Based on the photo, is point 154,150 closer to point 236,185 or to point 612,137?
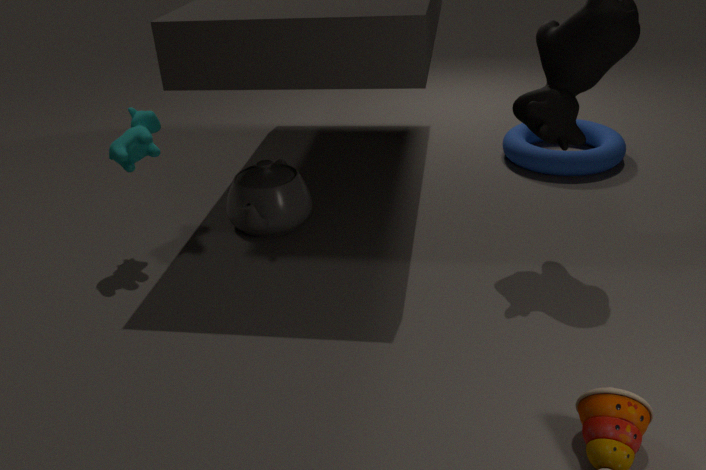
point 236,185
